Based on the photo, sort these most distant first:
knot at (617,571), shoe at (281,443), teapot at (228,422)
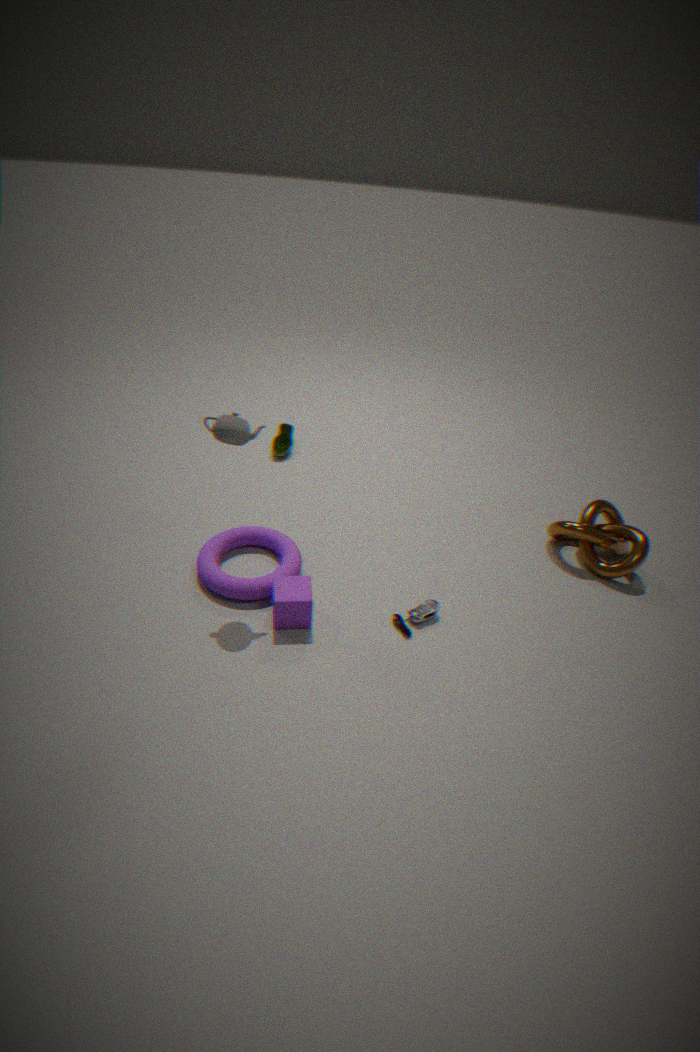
shoe at (281,443) → knot at (617,571) → teapot at (228,422)
